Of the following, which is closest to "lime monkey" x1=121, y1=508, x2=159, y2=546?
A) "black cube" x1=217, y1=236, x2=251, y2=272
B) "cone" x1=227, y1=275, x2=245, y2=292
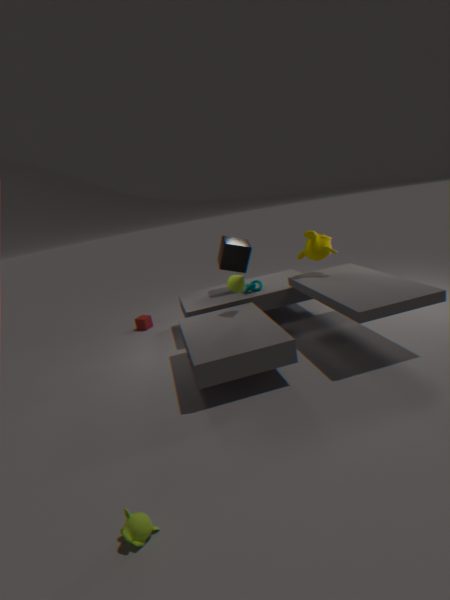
"cone" x1=227, y1=275, x2=245, y2=292
